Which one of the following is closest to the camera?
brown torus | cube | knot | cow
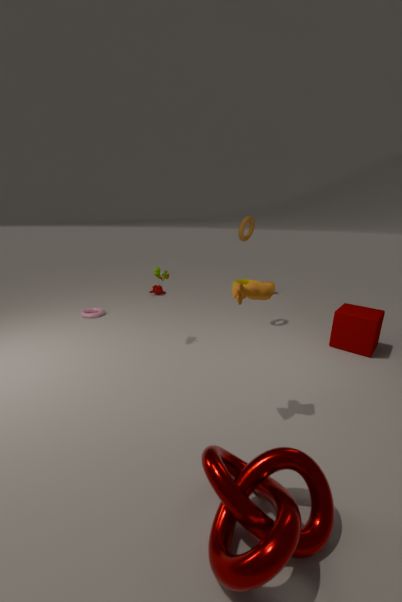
knot
